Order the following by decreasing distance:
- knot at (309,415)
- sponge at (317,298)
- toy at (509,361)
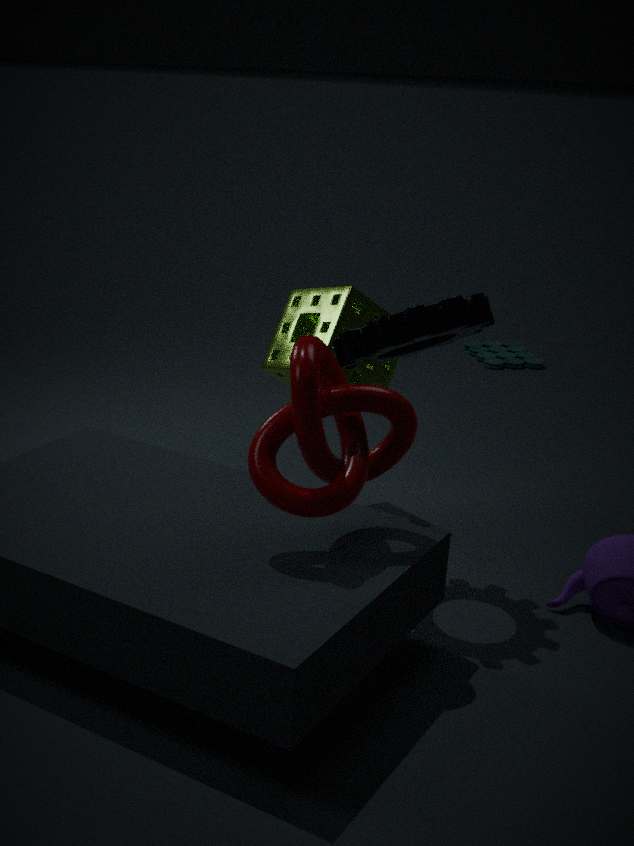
1. toy at (509,361)
2. sponge at (317,298)
3. knot at (309,415)
